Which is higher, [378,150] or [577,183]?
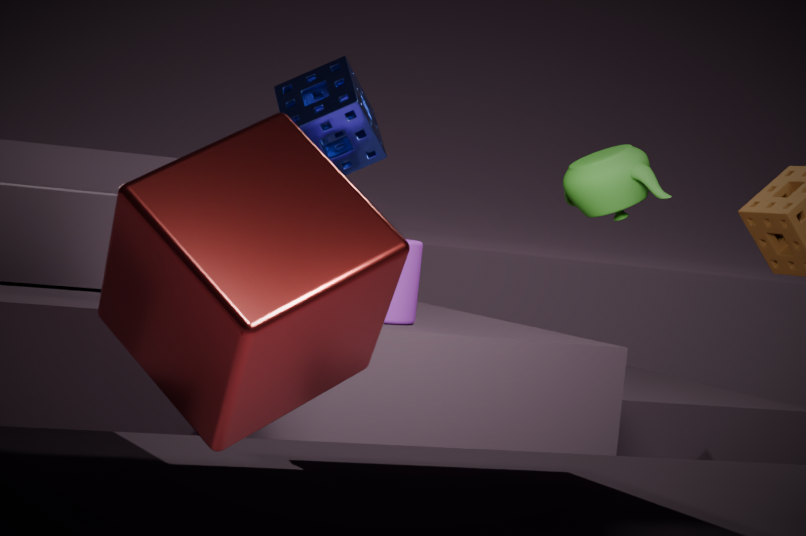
[378,150]
